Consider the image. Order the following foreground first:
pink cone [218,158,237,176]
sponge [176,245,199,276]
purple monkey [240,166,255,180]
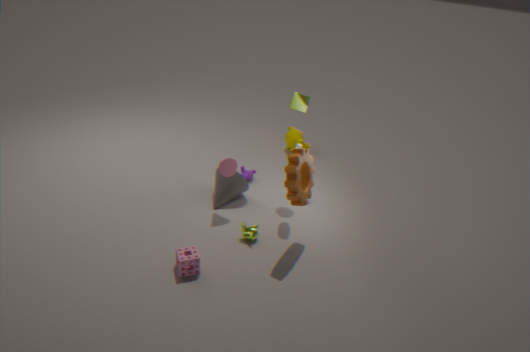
sponge [176,245,199,276], pink cone [218,158,237,176], purple monkey [240,166,255,180]
